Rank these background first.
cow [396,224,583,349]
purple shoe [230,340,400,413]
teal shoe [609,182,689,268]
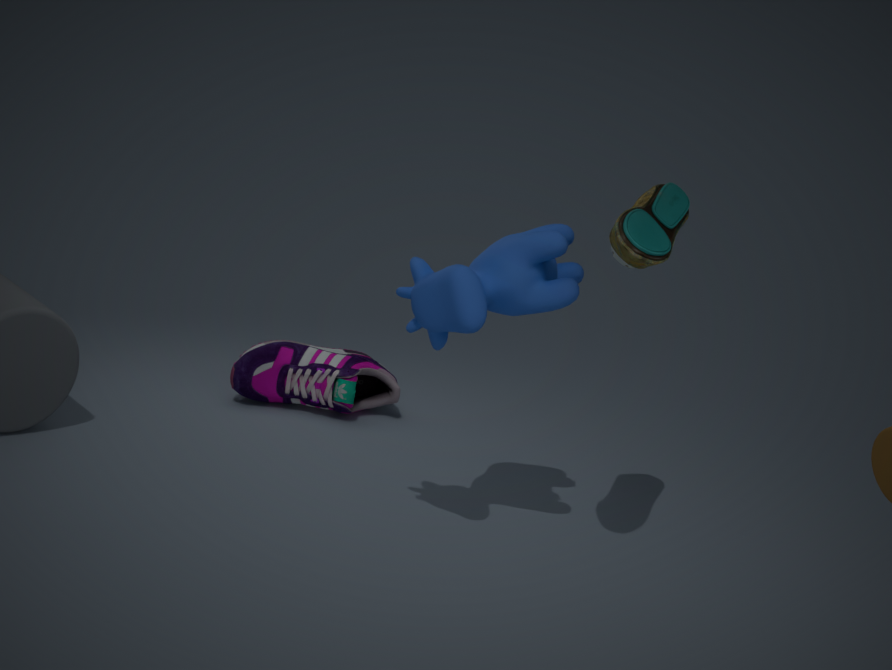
purple shoe [230,340,400,413]
cow [396,224,583,349]
teal shoe [609,182,689,268]
